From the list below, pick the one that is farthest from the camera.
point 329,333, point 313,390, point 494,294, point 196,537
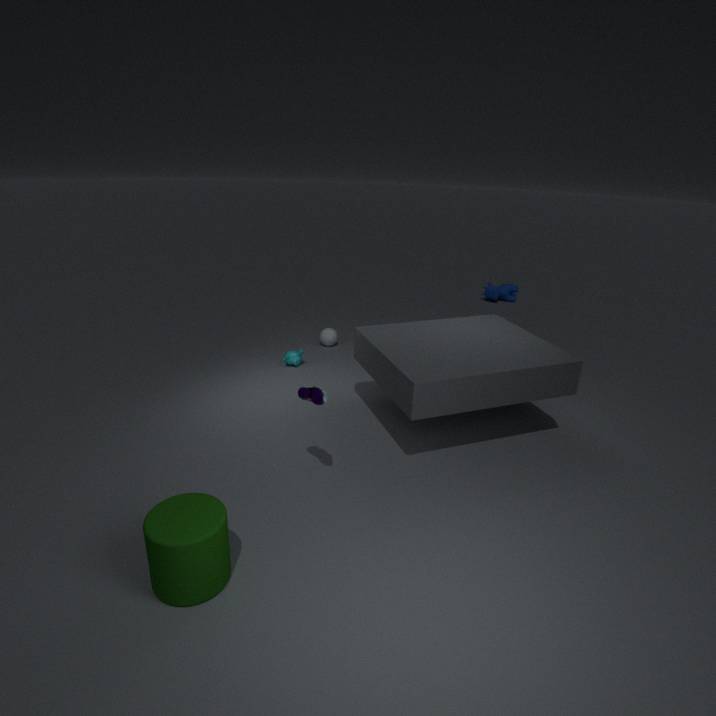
point 494,294
